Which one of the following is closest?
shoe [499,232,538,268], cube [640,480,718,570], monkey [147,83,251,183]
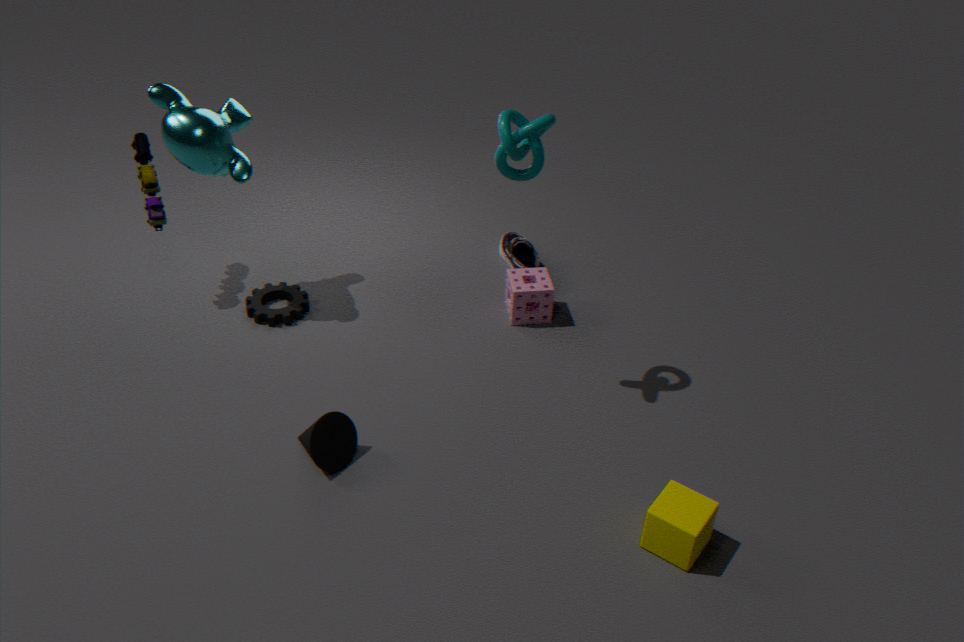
cube [640,480,718,570]
